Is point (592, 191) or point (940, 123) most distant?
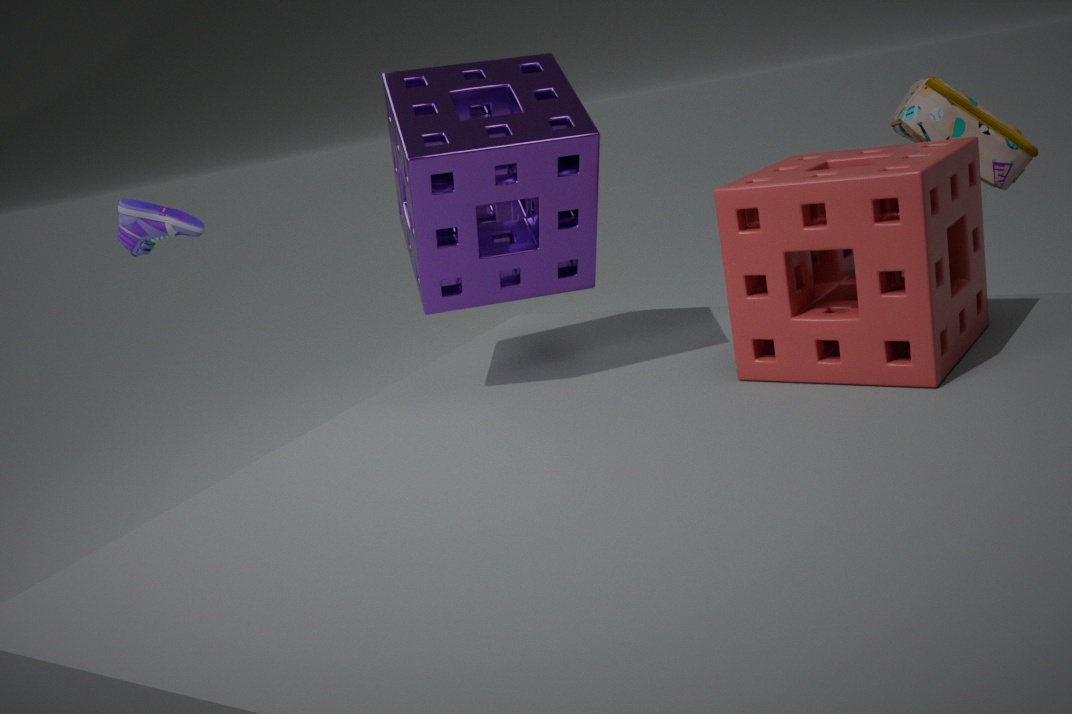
point (940, 123)
